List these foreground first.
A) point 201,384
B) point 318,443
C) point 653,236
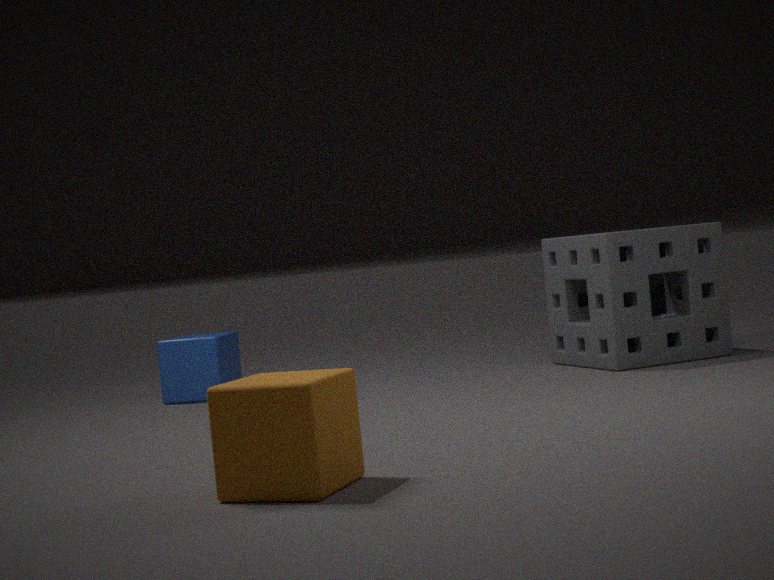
point 318,443, point 653,236, point 201,384
